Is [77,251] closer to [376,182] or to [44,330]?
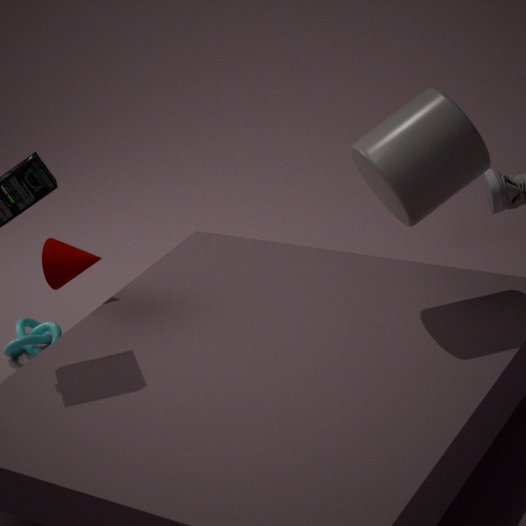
[44,330]
